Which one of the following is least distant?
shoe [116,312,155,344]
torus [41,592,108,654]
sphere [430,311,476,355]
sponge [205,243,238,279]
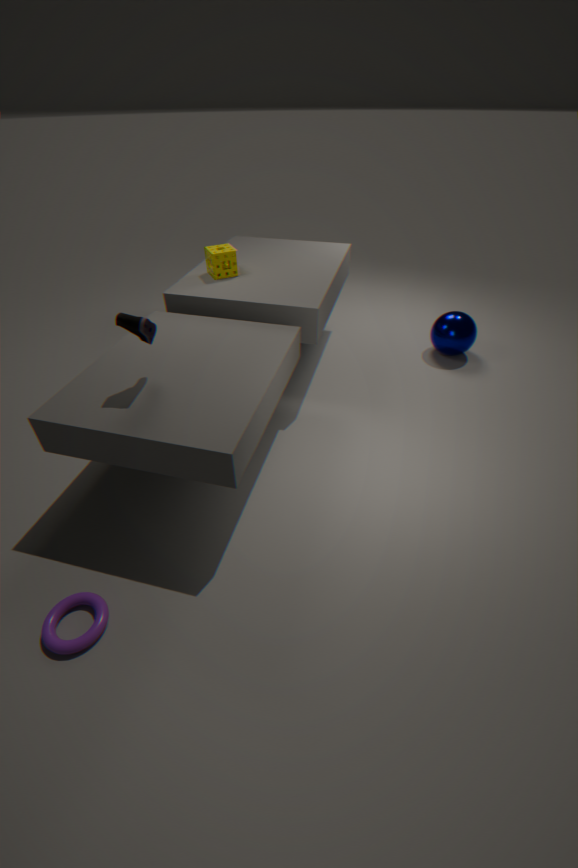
torus [41,592,108,654]
